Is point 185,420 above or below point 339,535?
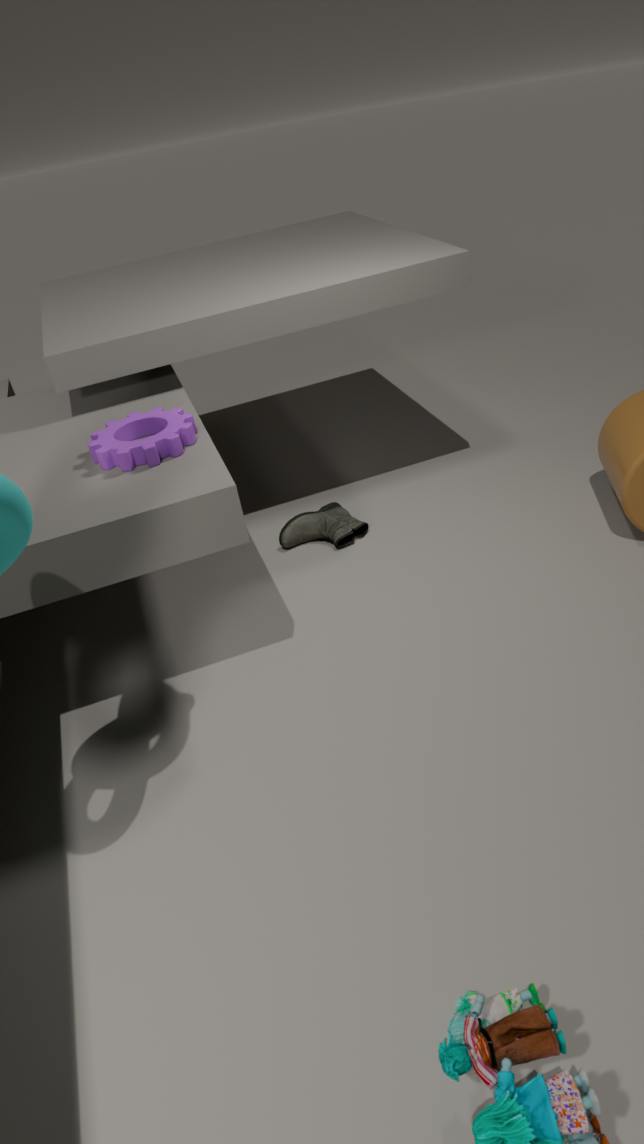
above
